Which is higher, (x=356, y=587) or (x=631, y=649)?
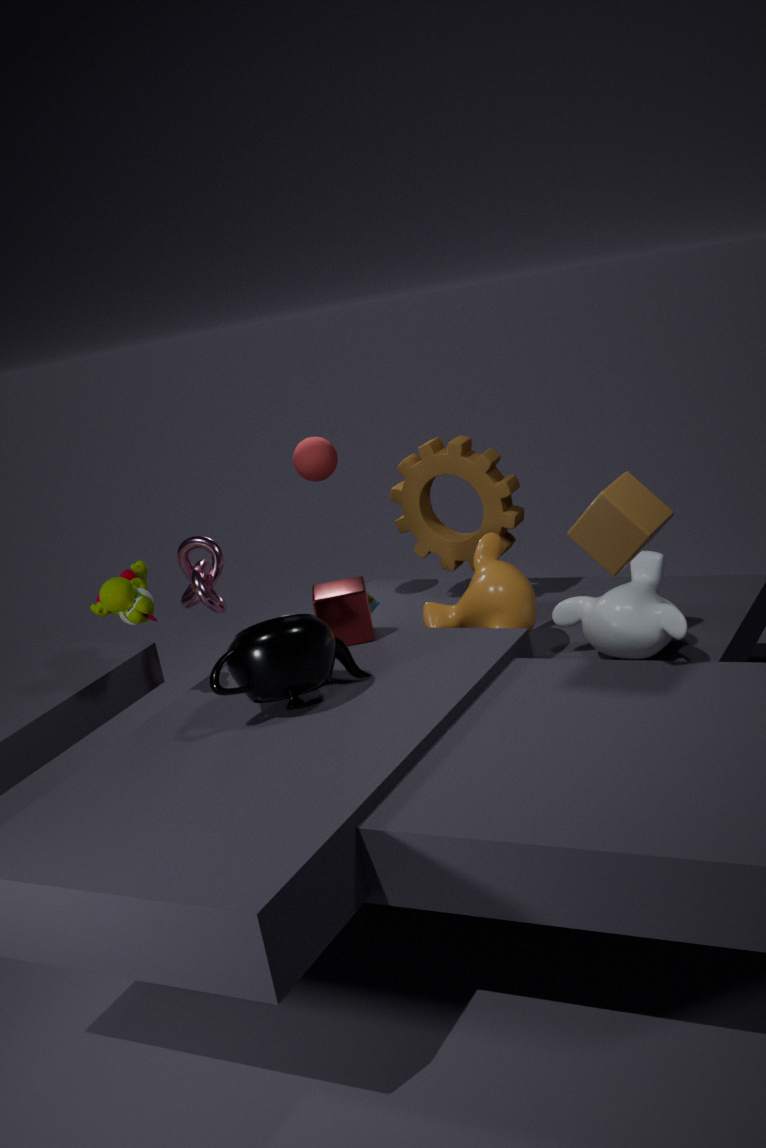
(x=356, y=587)
